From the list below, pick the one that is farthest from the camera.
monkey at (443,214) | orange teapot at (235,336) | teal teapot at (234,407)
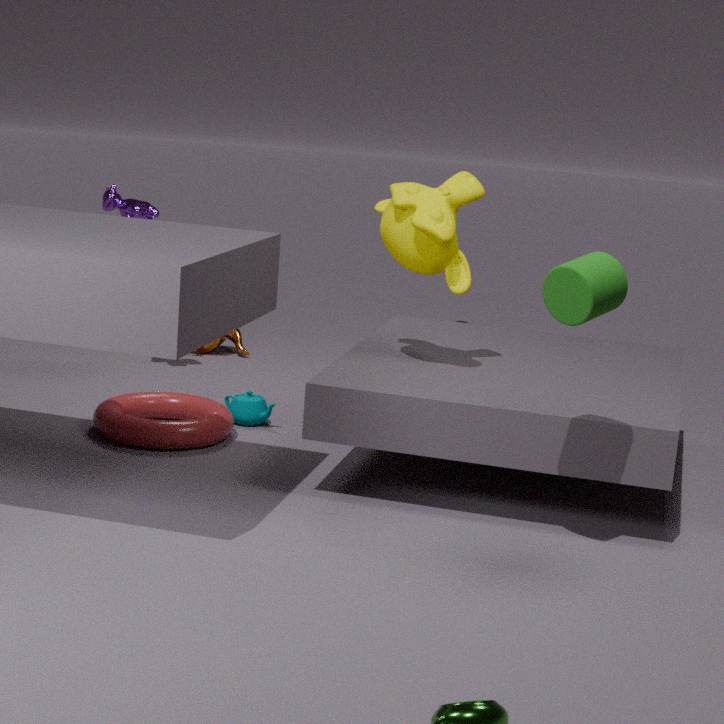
orange teapot at (235,336)
